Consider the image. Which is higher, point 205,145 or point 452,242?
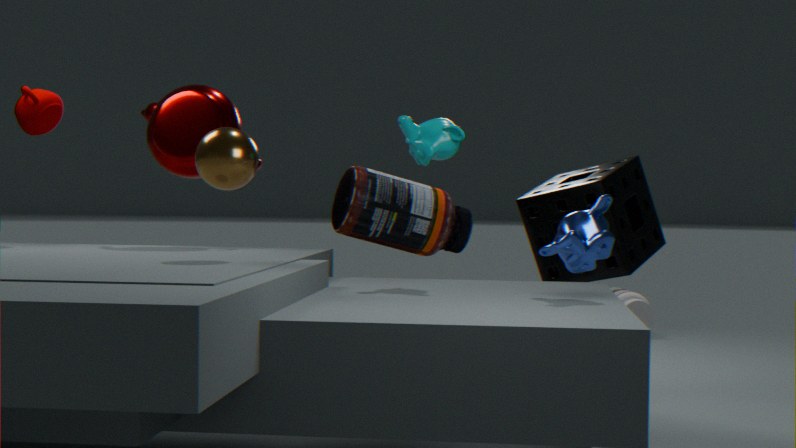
point 205,145
